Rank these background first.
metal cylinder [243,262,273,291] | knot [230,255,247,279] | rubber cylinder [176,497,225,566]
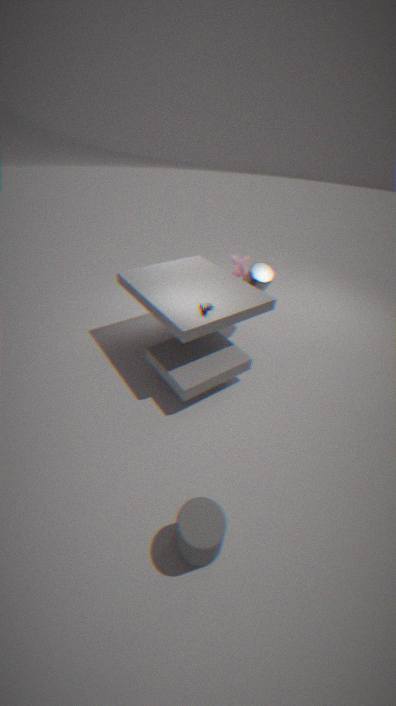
knot [230,255,247,279] → metal cylinder [243,262,273,291] → rubber cylinder [176,497,225,566]
